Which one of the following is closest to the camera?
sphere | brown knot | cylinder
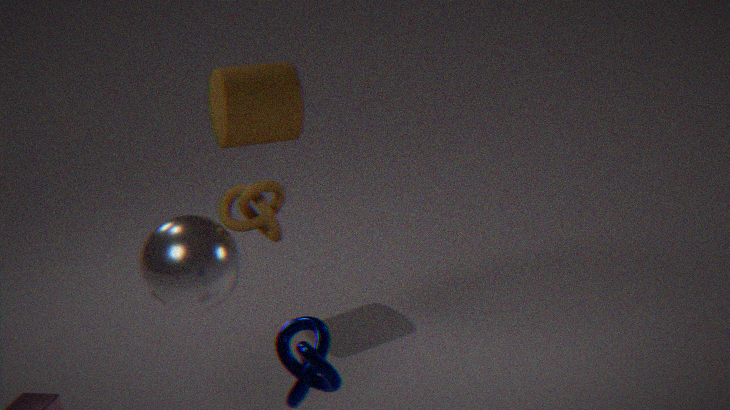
sphere
